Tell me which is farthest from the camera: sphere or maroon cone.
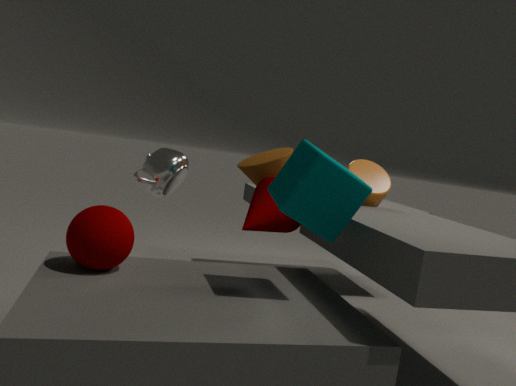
maroon cone
